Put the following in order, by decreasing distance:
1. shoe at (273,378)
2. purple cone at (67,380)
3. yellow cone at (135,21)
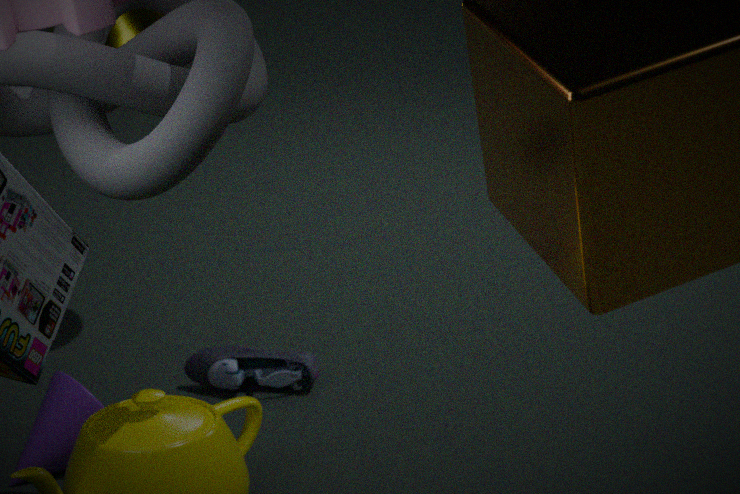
1. yellow cone at (135,21)
2. shoe at (273,378)
3. purple cone at (67,380)
